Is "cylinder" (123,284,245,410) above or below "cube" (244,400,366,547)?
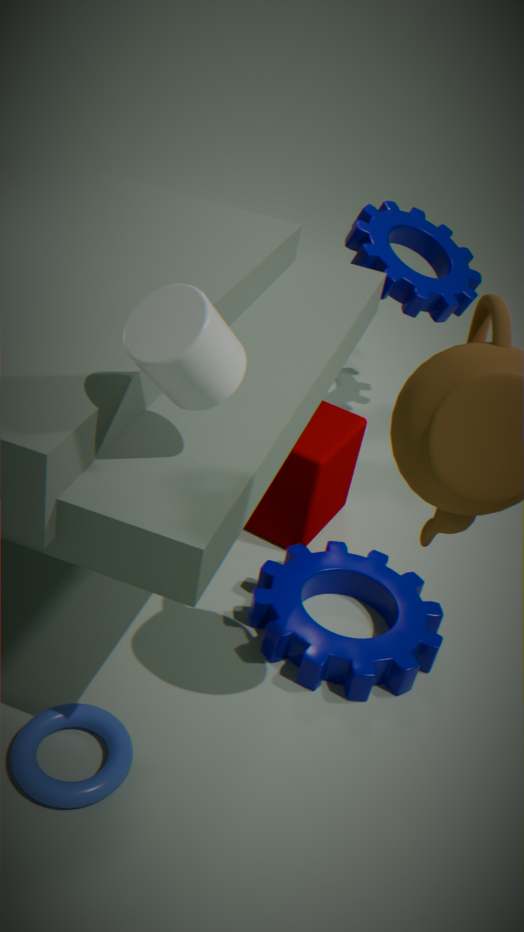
above
